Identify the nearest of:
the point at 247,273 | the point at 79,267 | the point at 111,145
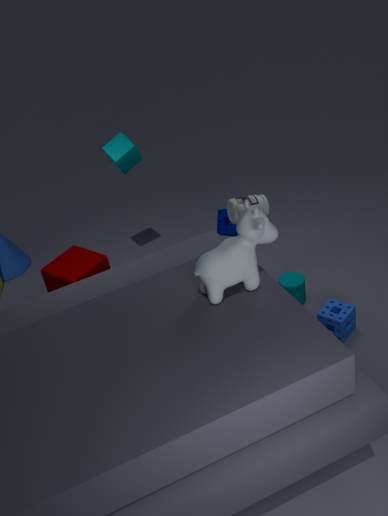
the point at 247,273
